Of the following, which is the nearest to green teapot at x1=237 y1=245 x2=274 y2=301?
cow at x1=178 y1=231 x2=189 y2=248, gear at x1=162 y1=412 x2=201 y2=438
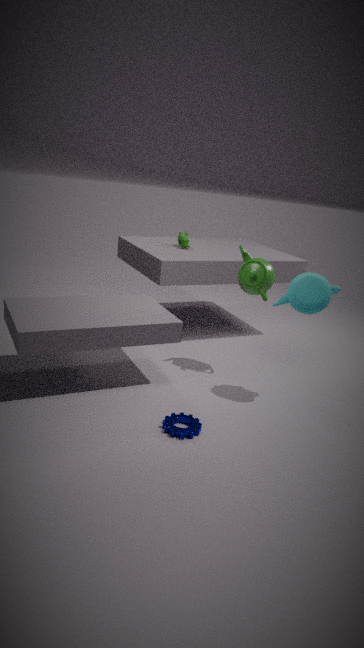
cow at x1=178 y1=231 x2=189 y2=248
